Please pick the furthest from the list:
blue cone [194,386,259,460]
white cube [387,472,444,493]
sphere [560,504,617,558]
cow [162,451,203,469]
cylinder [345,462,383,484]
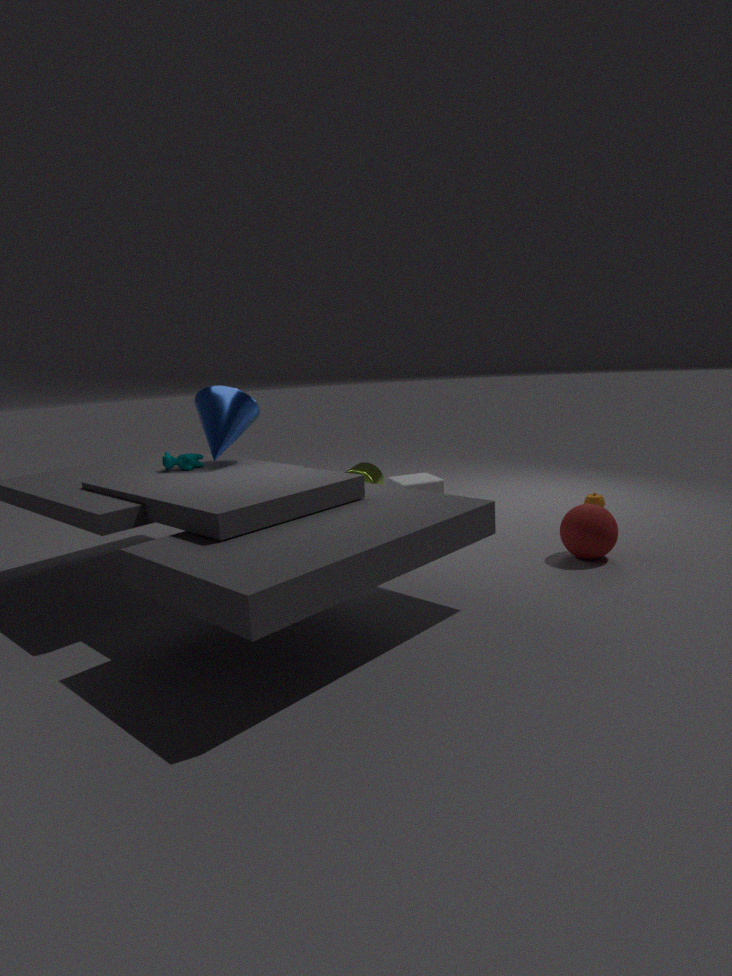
cylinder [345,462,383,484]
